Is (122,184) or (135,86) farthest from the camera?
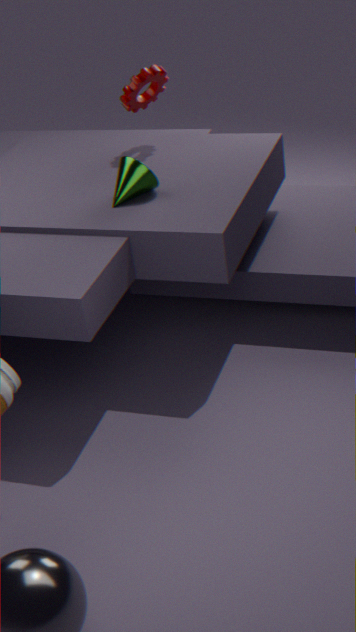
(135,86)
